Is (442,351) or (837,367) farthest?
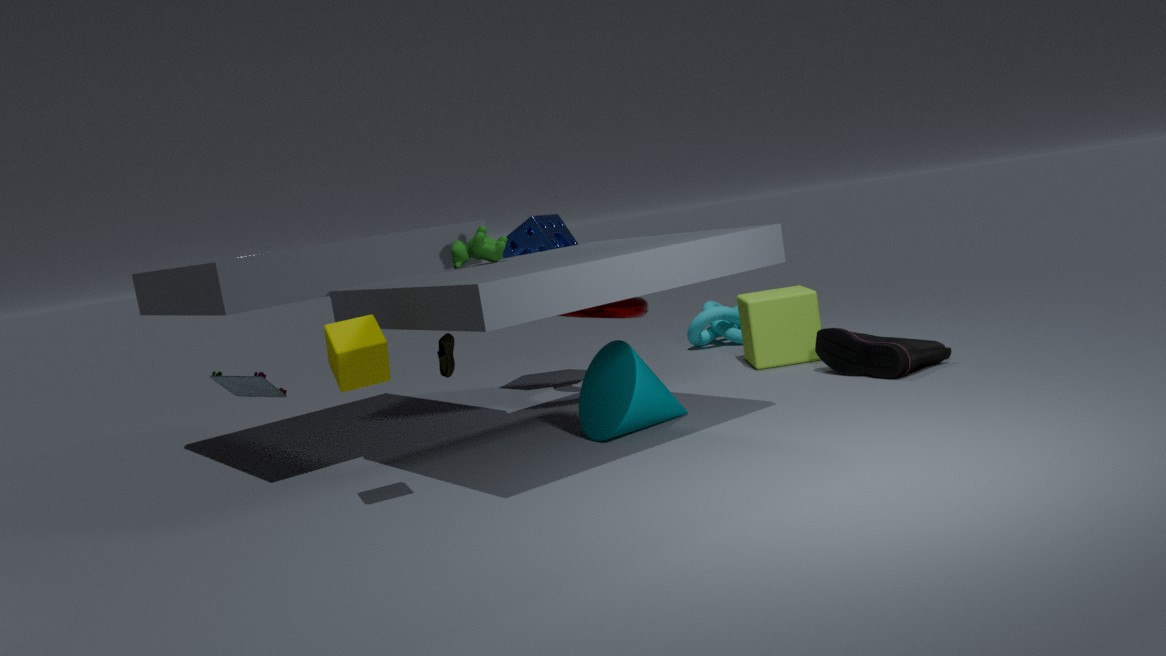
(837,367)
